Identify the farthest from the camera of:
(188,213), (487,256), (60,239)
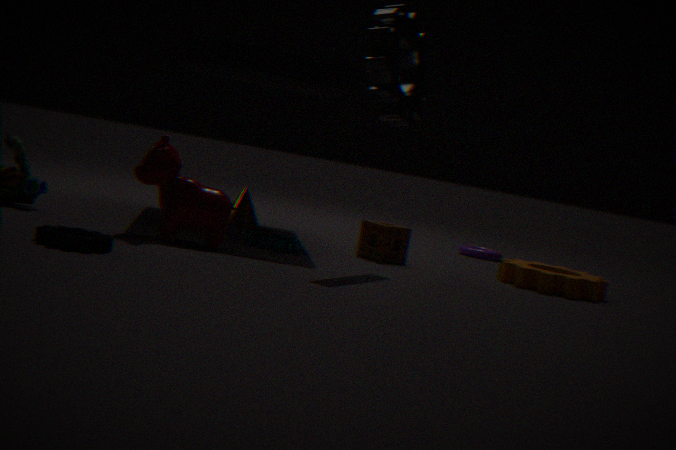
(487,256)
